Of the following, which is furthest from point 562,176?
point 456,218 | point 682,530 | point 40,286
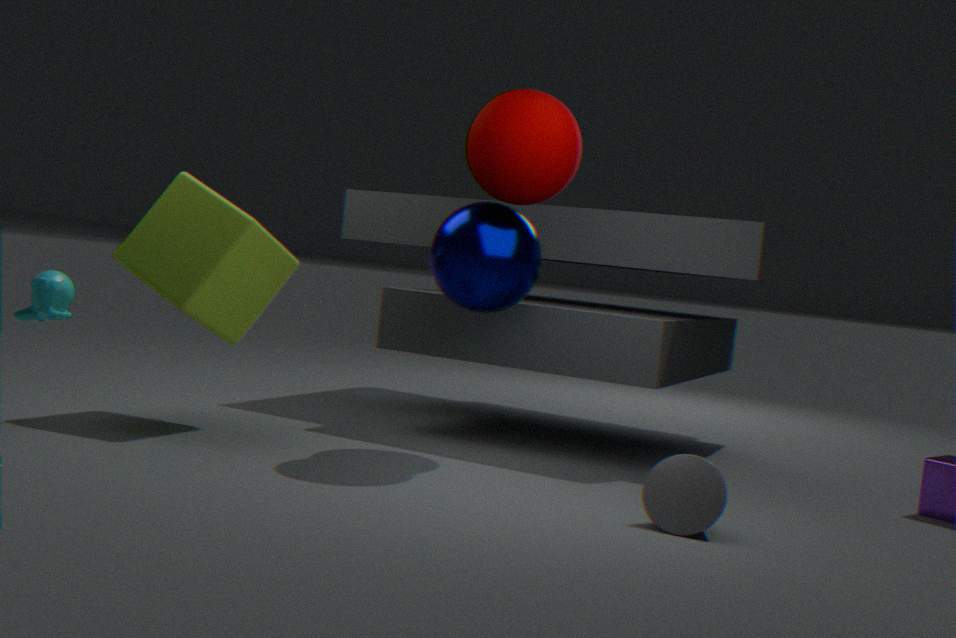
point 40,286
